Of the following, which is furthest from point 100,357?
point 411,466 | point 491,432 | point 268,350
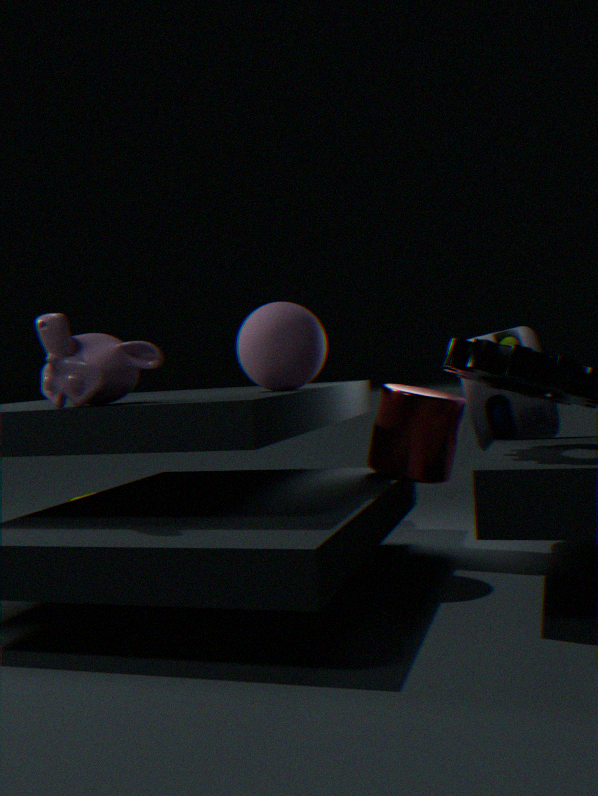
point 491,432
